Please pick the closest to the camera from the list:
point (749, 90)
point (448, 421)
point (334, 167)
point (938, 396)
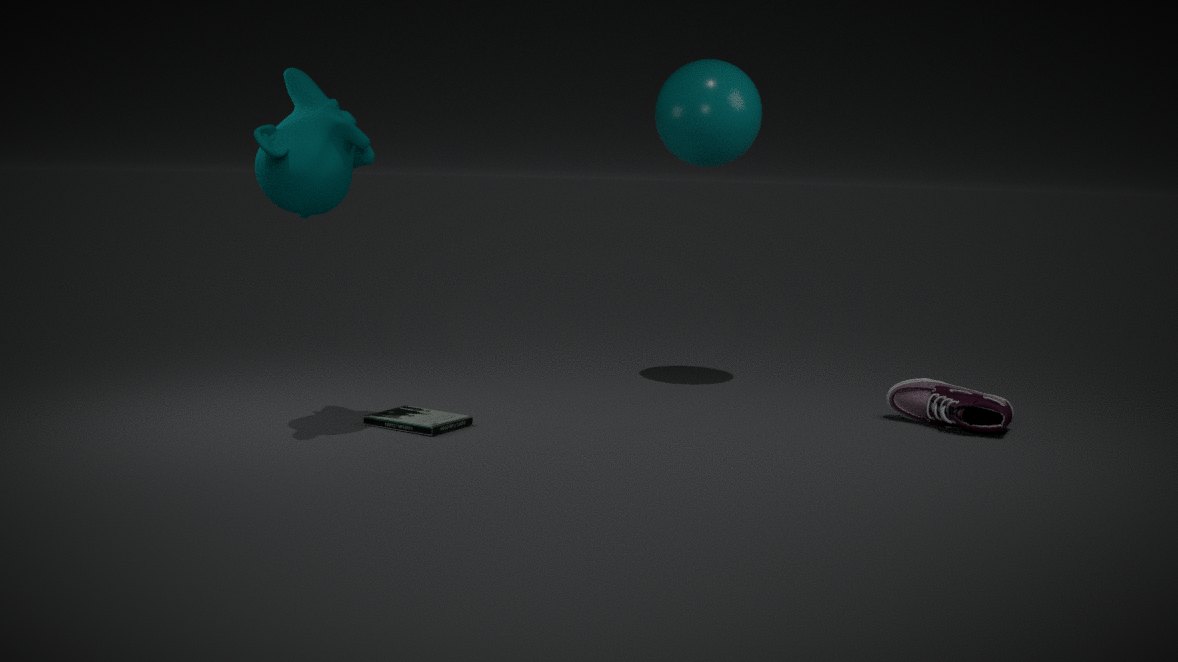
point (334, 167)
